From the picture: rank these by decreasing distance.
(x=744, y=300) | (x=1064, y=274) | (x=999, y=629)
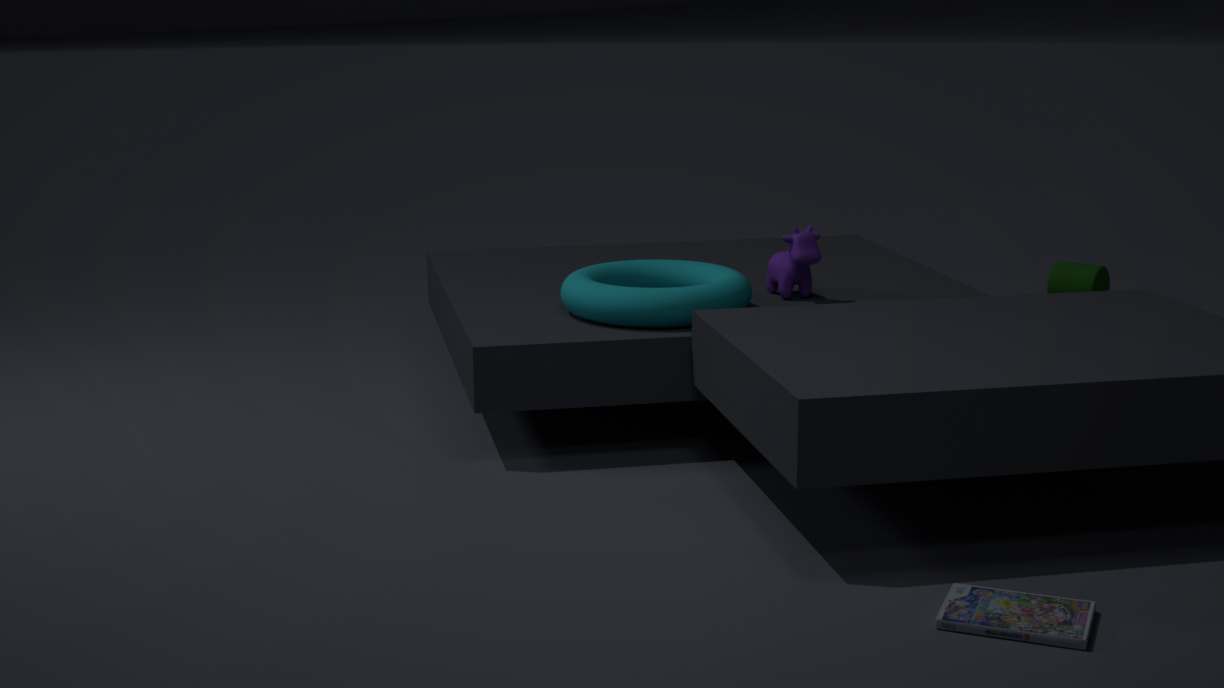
1. (x=1064, y=274)
2. (x=744, y=300)
3. (x=999, y=629)
